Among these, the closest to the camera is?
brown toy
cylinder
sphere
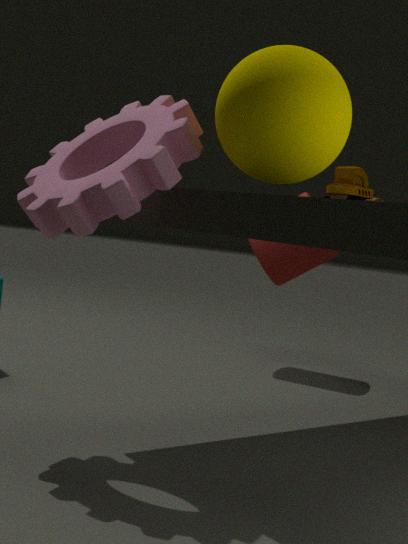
sphere
